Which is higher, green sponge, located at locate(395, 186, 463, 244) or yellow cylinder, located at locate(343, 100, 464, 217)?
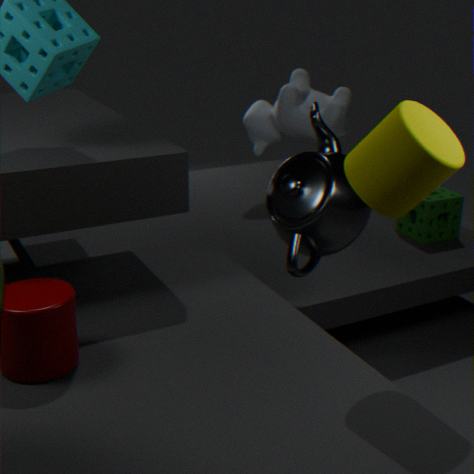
yellow cylinder, located at locate(343, 100, 464, 217)
